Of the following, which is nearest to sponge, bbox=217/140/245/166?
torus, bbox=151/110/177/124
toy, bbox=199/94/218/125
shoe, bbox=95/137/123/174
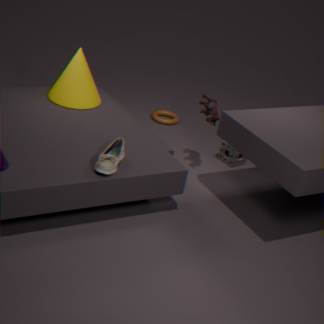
toy, bbox=199/94/218/125
